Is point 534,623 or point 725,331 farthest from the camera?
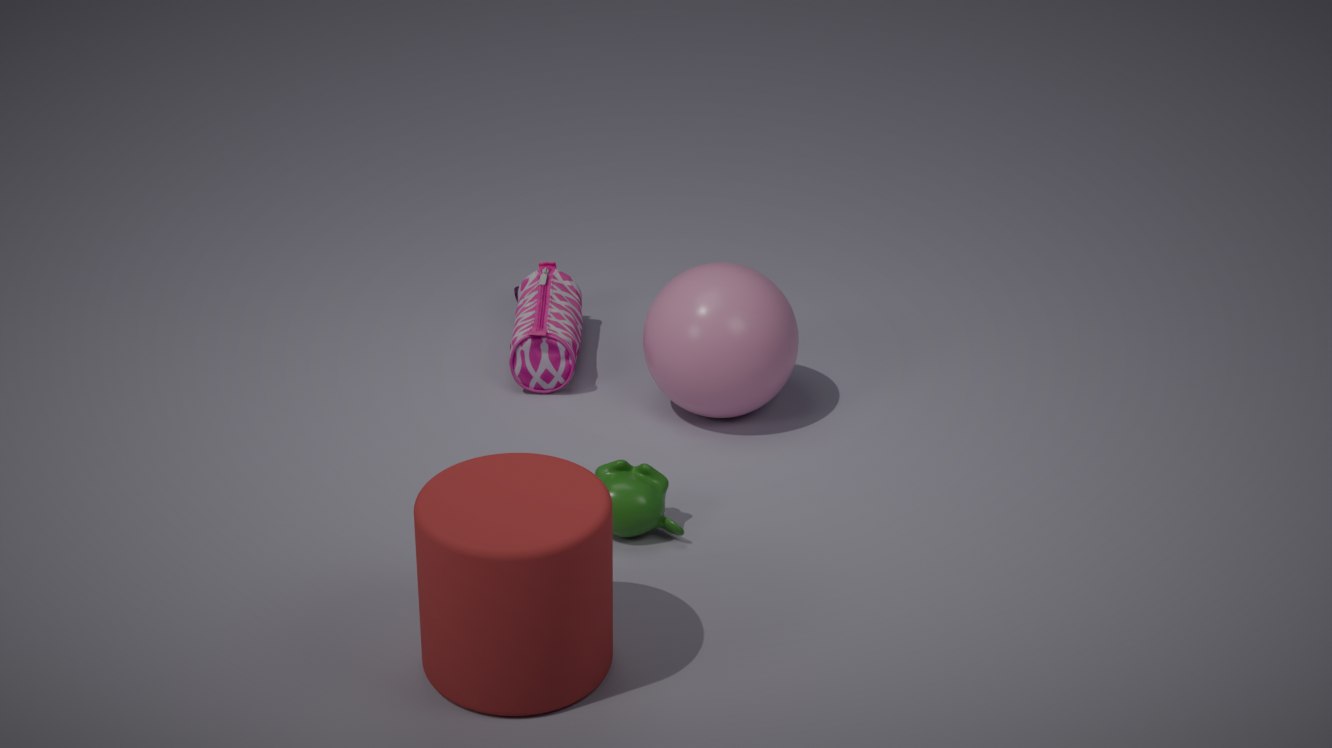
point 725,331
